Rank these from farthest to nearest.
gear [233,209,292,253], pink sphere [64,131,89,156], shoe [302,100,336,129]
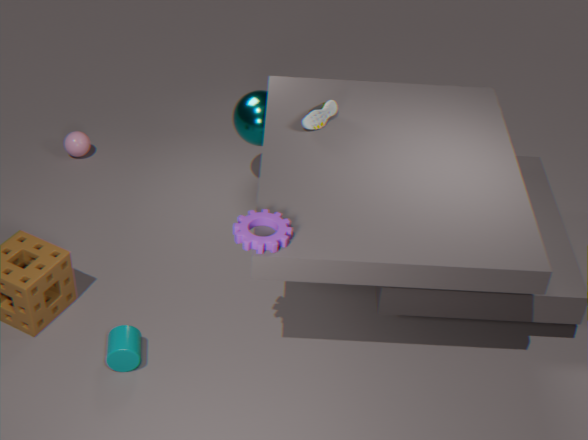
pink sphere [64,131,89,156], shoe [302,100,336,129], gear [233,209,292,253]
